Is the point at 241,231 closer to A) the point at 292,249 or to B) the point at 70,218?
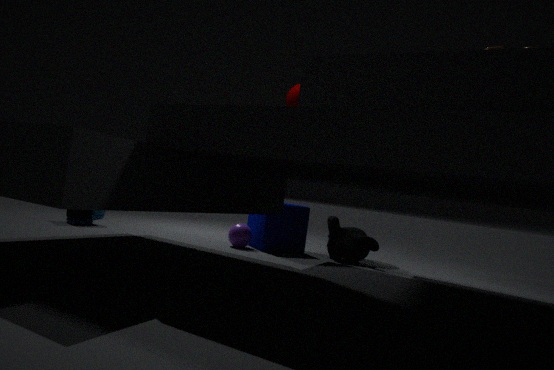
A) the point at 292,249
